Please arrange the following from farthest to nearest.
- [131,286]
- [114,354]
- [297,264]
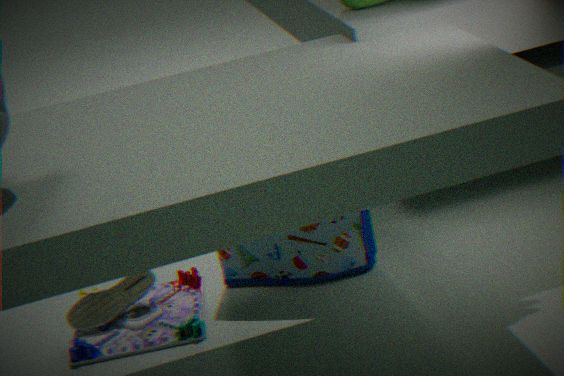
[131,286] < [297,264] < [114,354]
